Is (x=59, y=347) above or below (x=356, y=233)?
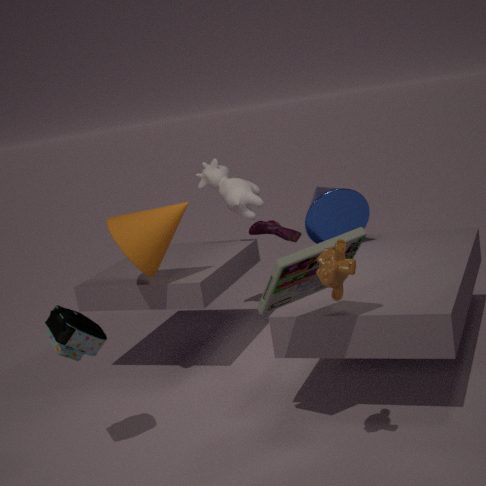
below
